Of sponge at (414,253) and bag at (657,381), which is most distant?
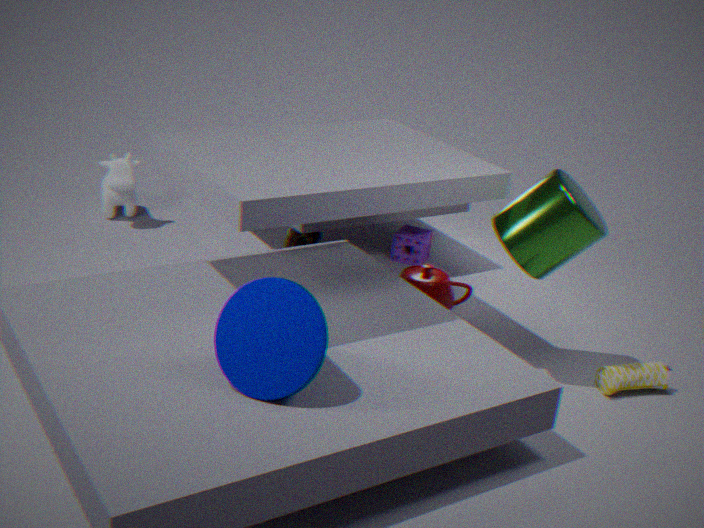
sponge at (414,253)
